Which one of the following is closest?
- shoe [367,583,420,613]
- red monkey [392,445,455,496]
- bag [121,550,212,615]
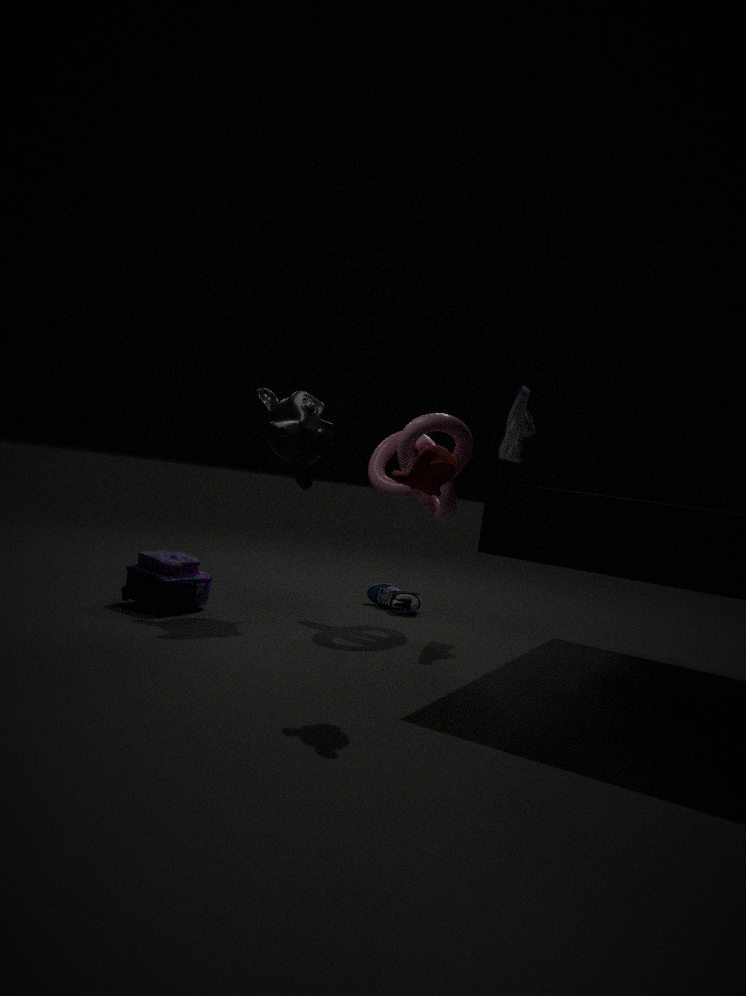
red monkey [392,445,455,496]
